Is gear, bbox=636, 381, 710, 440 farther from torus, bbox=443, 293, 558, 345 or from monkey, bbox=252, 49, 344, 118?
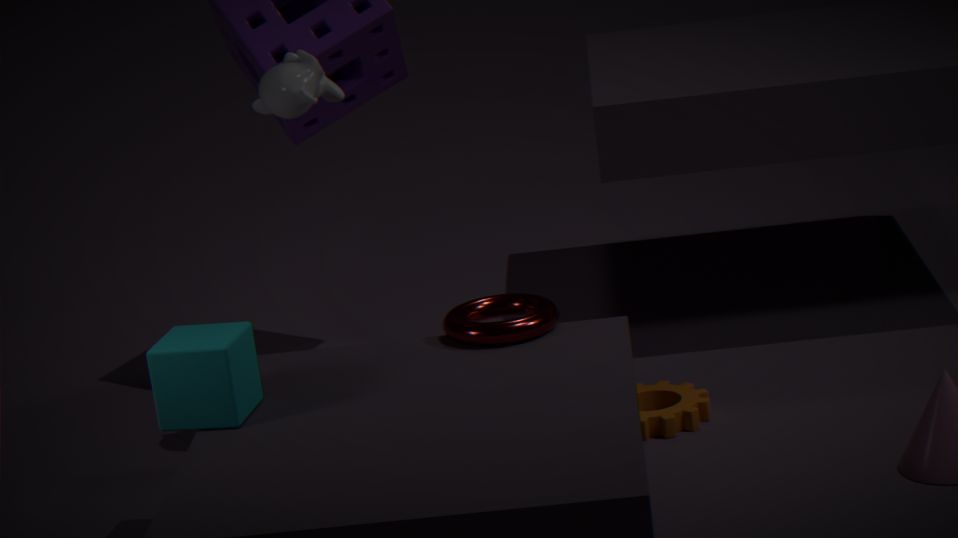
monkey, bbox=252, 49, 344, 118
